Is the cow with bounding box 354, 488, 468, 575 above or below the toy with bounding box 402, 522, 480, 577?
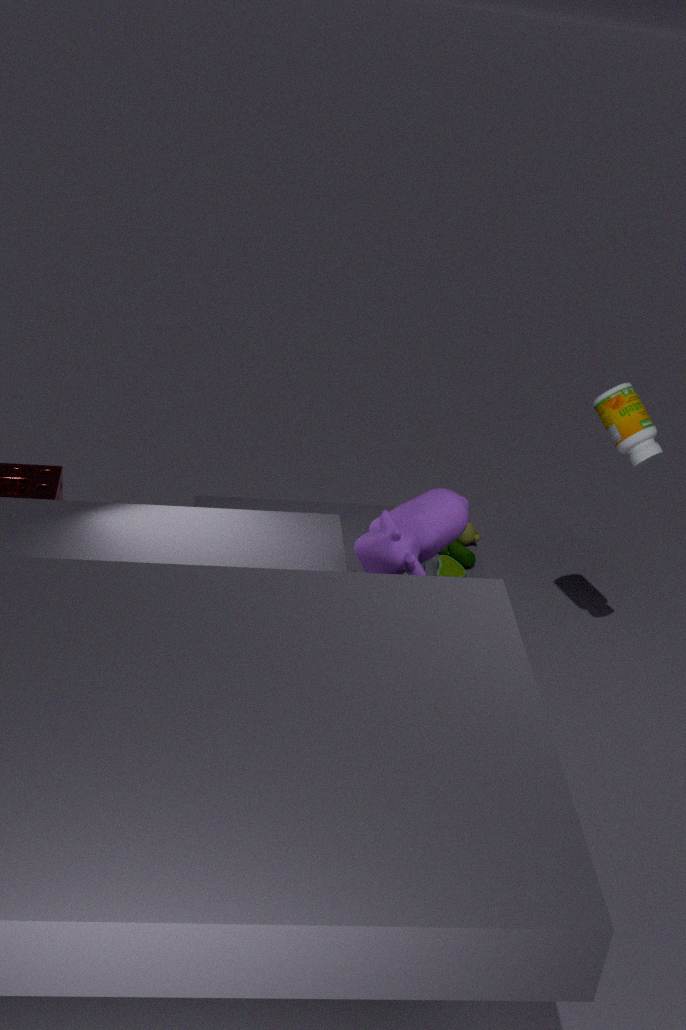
above
